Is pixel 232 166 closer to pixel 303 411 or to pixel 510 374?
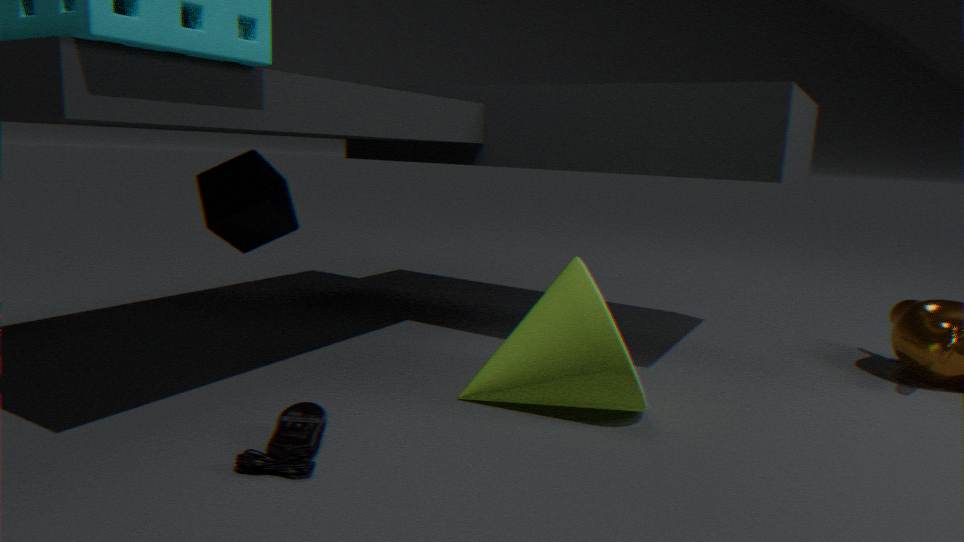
pixel 303 411
